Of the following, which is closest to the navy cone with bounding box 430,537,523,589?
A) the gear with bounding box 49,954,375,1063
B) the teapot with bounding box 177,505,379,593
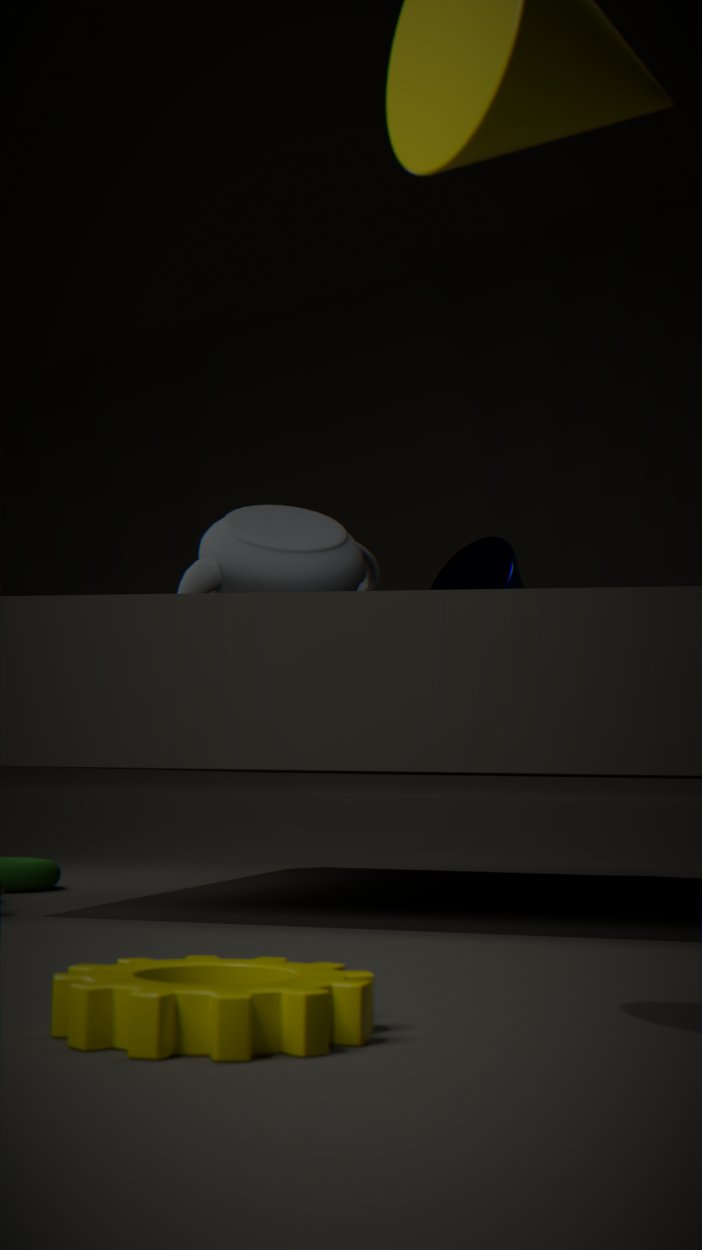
the teapot with bounding box 177,505,379,593
